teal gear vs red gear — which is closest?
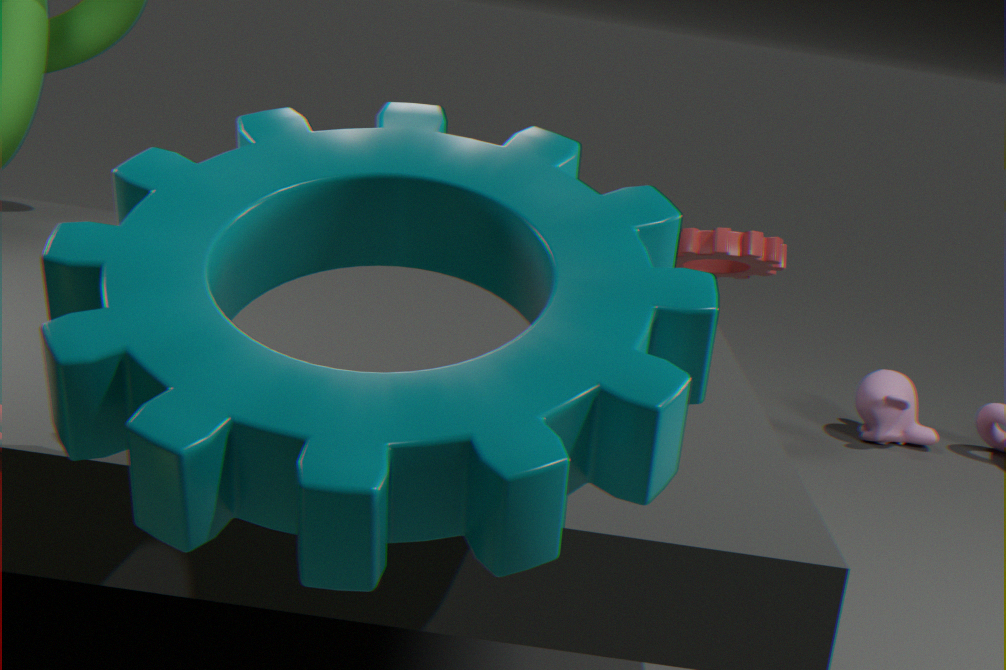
teal gear
